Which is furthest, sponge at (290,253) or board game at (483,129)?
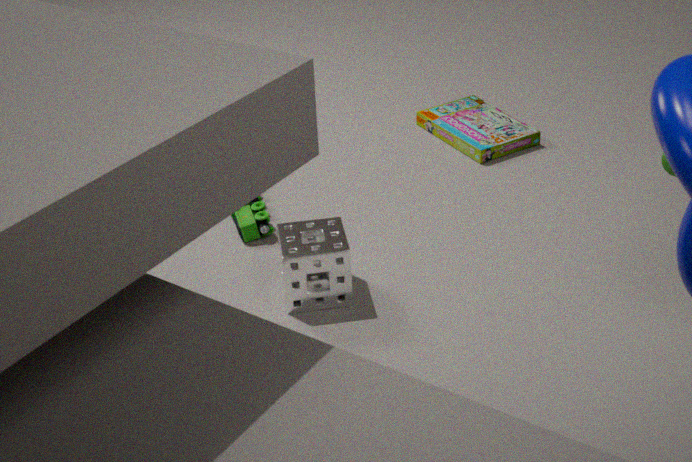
board game at (483,129)
